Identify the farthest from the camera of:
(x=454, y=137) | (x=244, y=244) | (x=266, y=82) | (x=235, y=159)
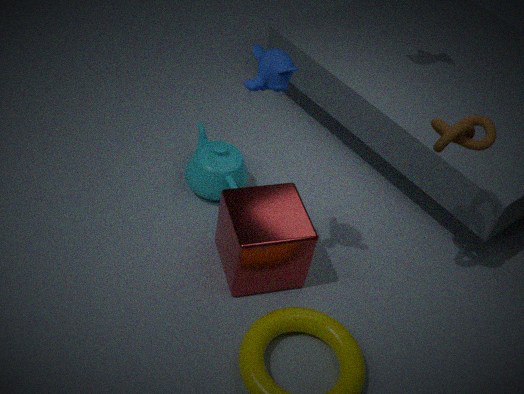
(x=235, y=159)
